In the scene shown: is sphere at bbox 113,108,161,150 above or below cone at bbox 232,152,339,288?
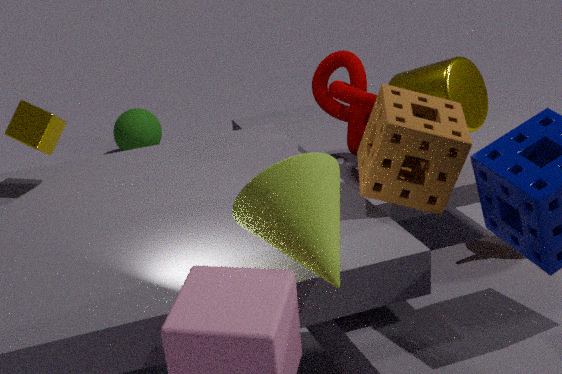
below
